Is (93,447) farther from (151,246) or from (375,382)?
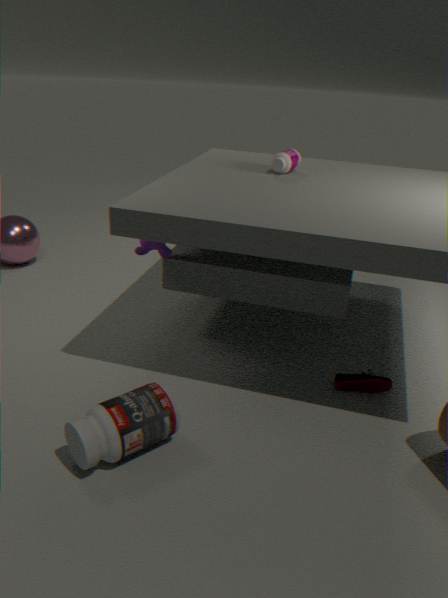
(375,382)
